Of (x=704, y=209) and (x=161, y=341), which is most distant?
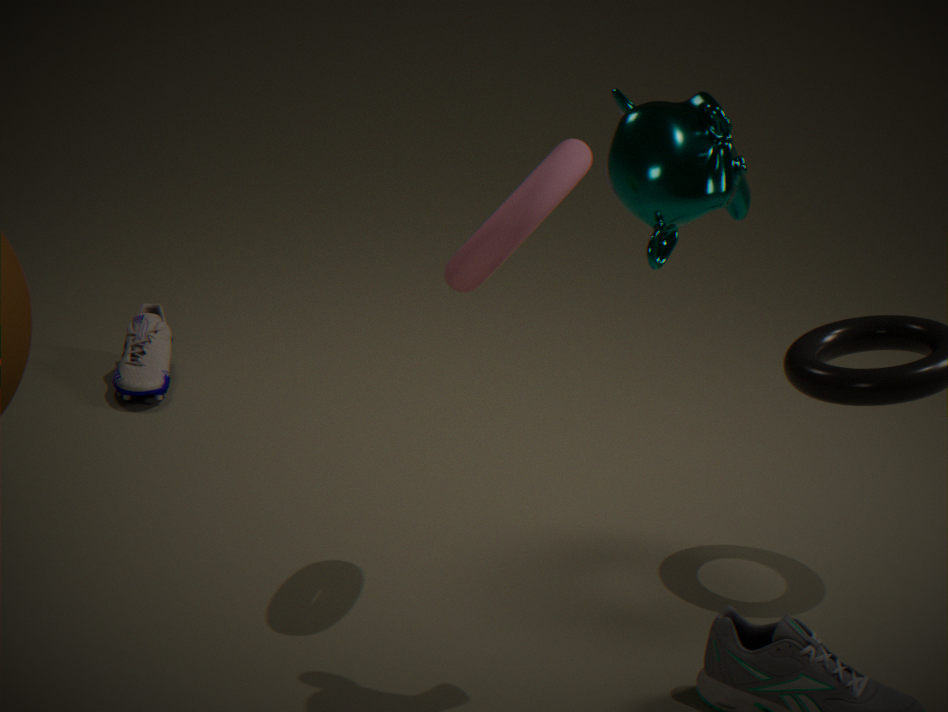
(x=161, y=341)
